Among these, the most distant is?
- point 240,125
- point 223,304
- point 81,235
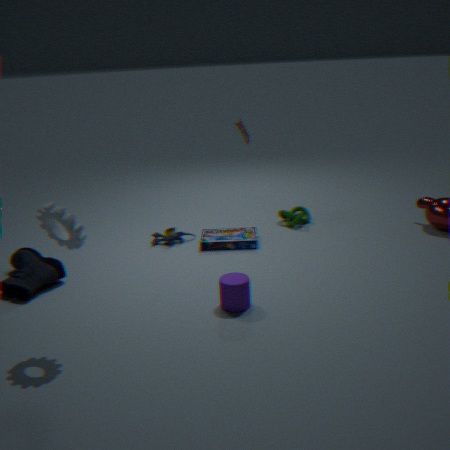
point 240,125
